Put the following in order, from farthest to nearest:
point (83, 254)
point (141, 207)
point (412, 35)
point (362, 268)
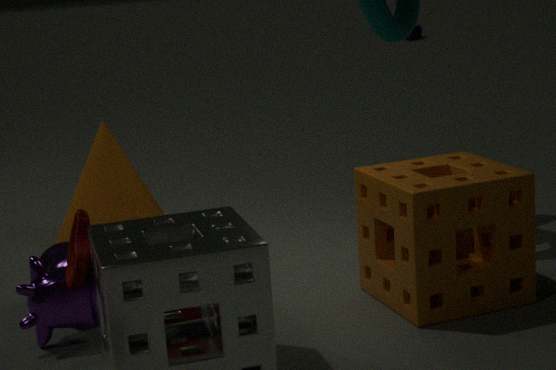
point (412, 35) → point (141, 207) → point (362, 268) → point (83, 254)
